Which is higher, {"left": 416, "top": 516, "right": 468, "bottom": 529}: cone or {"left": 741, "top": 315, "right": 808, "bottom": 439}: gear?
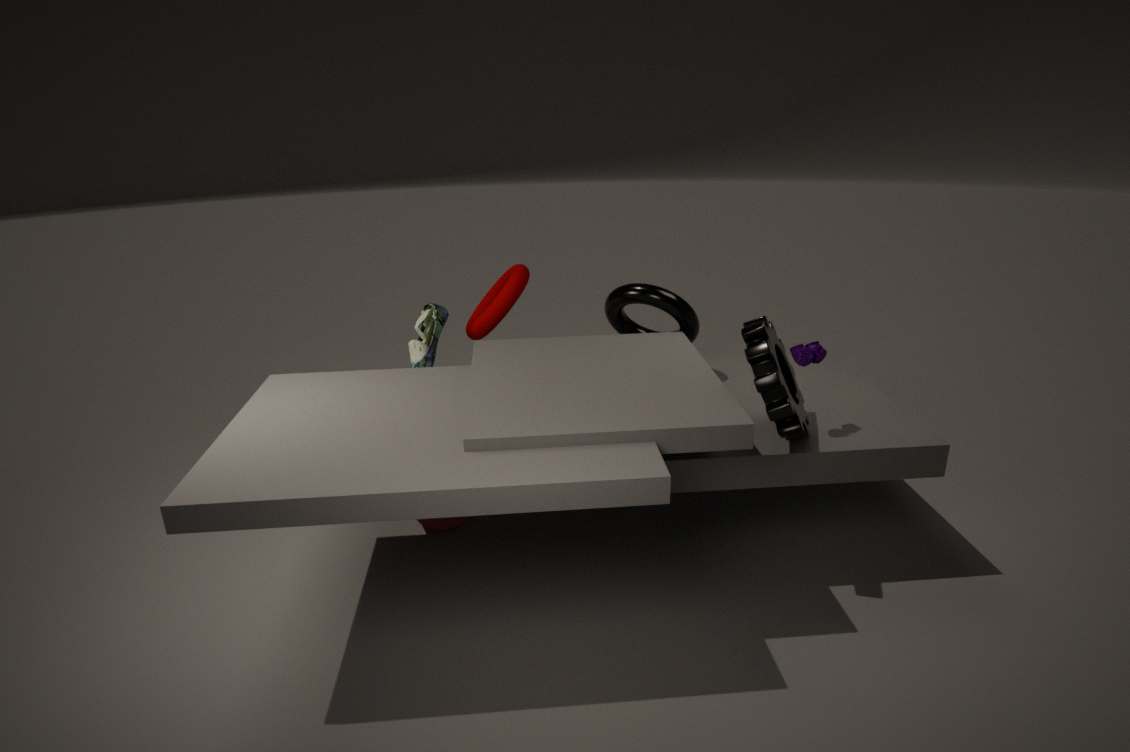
{"left": 741, "top": 315, "right": 808, "bottom": 439}: gear
